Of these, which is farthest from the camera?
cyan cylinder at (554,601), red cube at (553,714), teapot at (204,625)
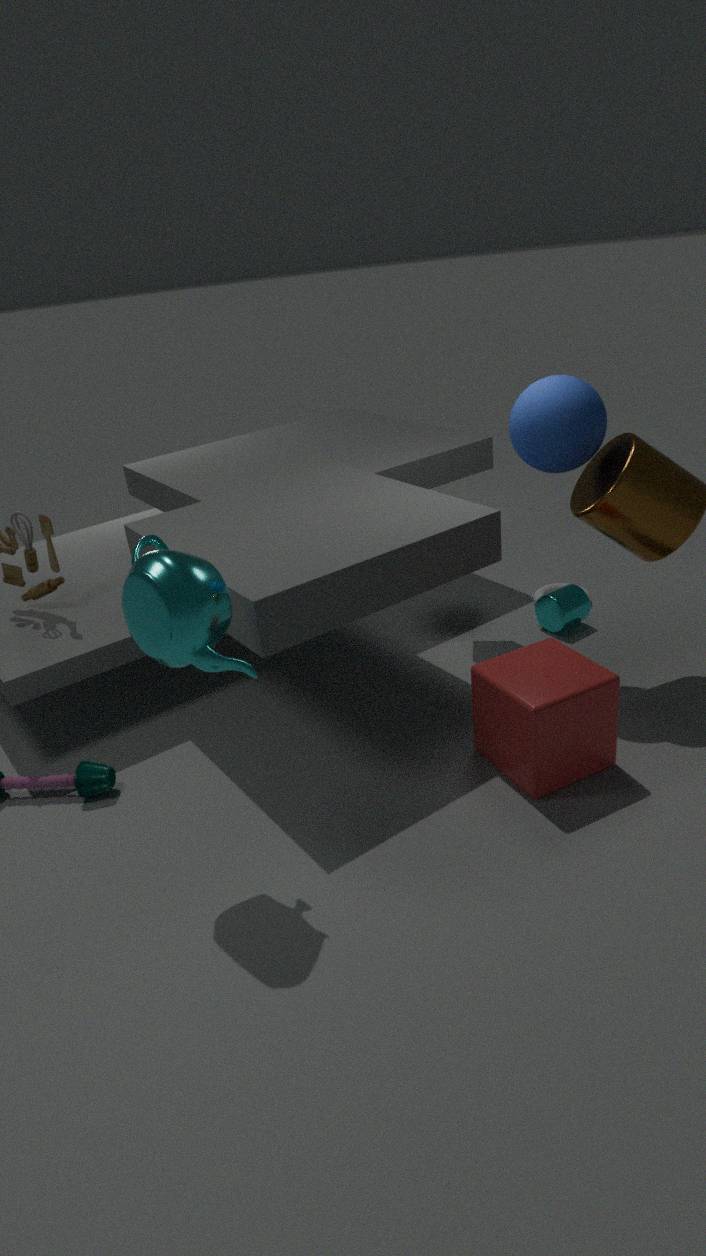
cyan cylinder at (554,601)
